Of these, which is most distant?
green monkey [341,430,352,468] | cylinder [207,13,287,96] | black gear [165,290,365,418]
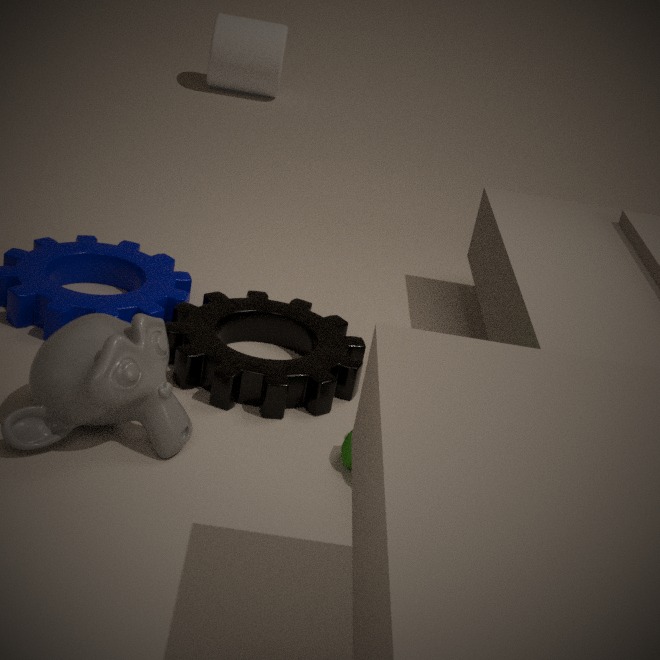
cylinder [207,13,287,96]
